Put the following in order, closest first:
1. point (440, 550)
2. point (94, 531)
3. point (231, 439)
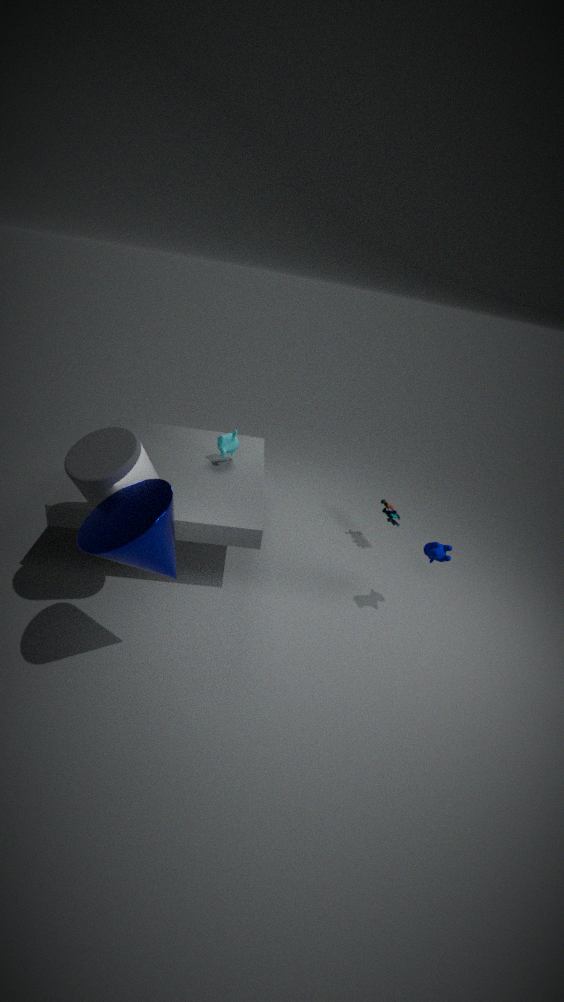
point (94, 531)
point (440, 550)
point (231, 439)
